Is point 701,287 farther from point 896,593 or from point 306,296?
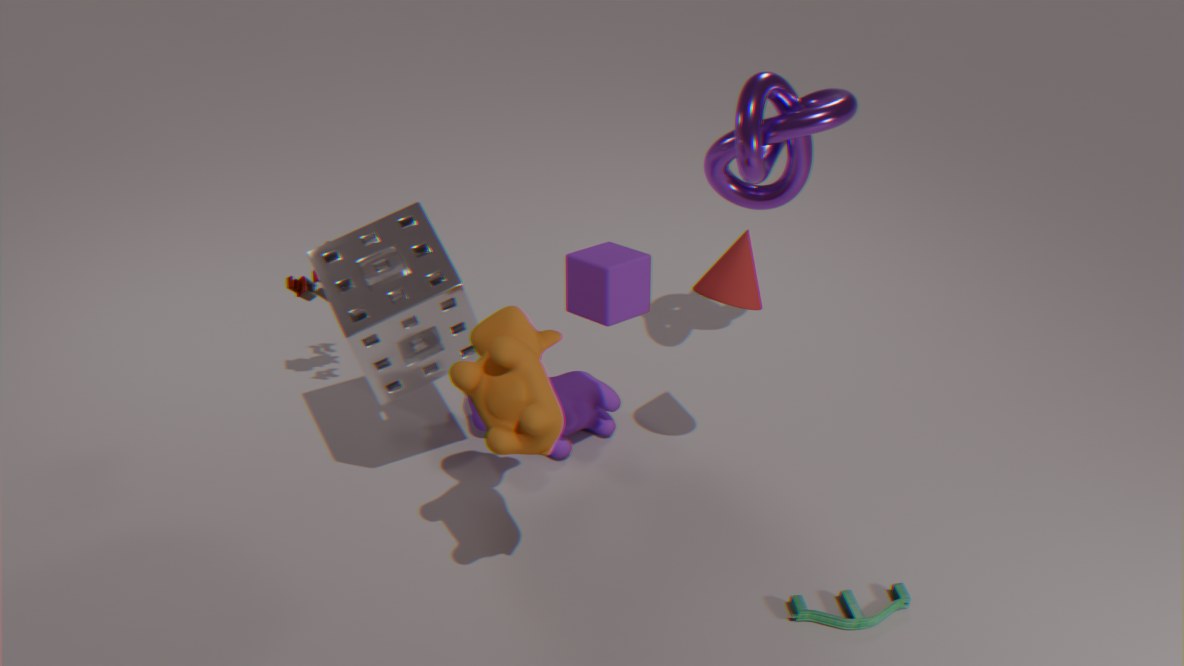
point 306,296
